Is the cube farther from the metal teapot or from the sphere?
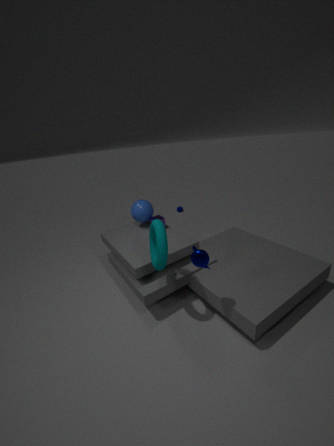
the metal teapot
